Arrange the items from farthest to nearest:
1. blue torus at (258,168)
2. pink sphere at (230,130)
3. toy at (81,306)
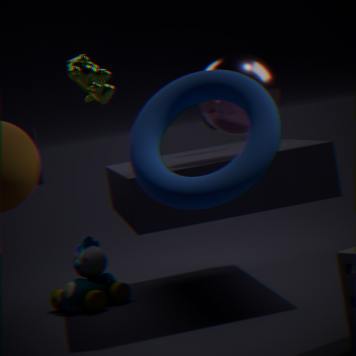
toy at (81,306) < pink sphere at (230,130) < blue torus at (258,168)
